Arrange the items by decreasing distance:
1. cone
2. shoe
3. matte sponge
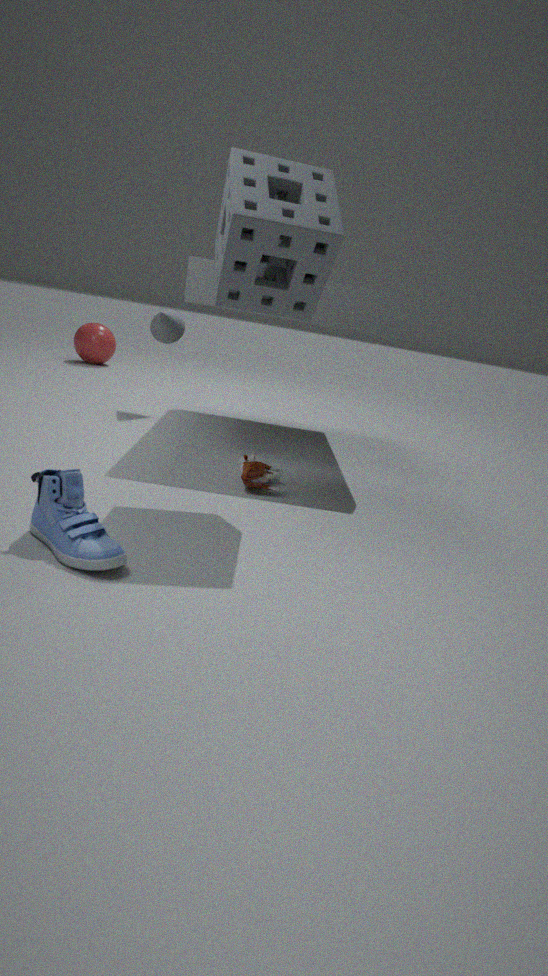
cone, matte sponge, shoe
